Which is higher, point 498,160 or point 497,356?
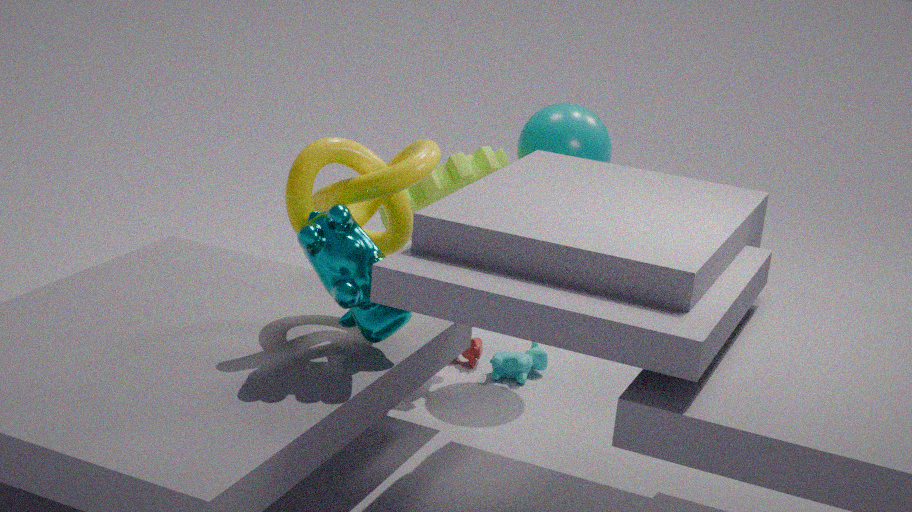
point 498,160
